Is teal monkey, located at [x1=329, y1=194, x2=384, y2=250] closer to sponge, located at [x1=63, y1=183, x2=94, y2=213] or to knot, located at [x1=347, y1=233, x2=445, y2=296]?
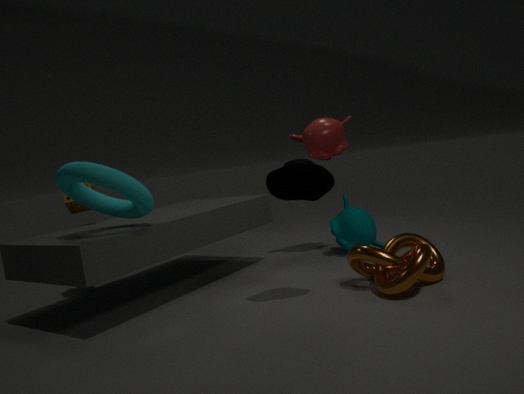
knot, located at [x1=347, y1=233, x2=445, y2=296]
